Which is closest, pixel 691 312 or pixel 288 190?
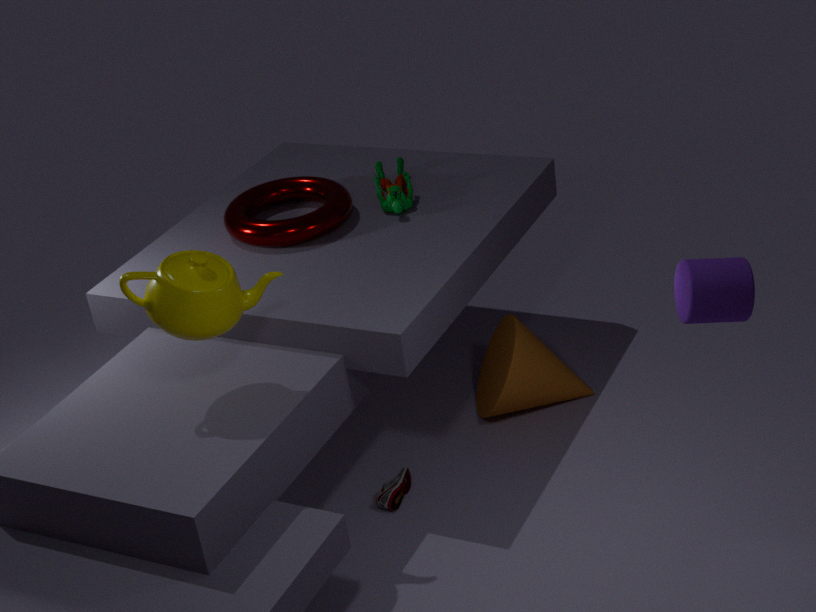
pixel 691 312
